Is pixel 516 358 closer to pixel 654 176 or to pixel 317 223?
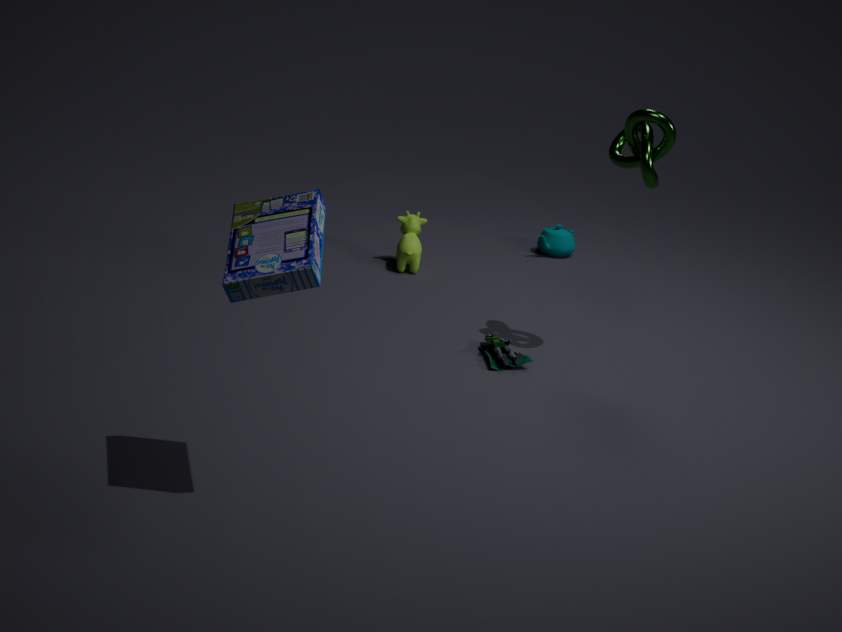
pixel 654 176
